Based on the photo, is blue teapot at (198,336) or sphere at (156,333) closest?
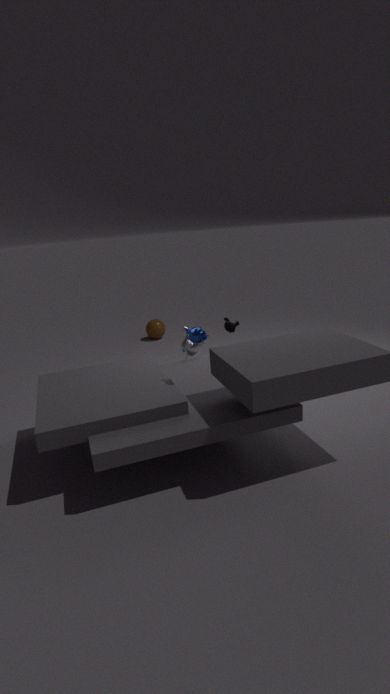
blue teapot at (198,336)
